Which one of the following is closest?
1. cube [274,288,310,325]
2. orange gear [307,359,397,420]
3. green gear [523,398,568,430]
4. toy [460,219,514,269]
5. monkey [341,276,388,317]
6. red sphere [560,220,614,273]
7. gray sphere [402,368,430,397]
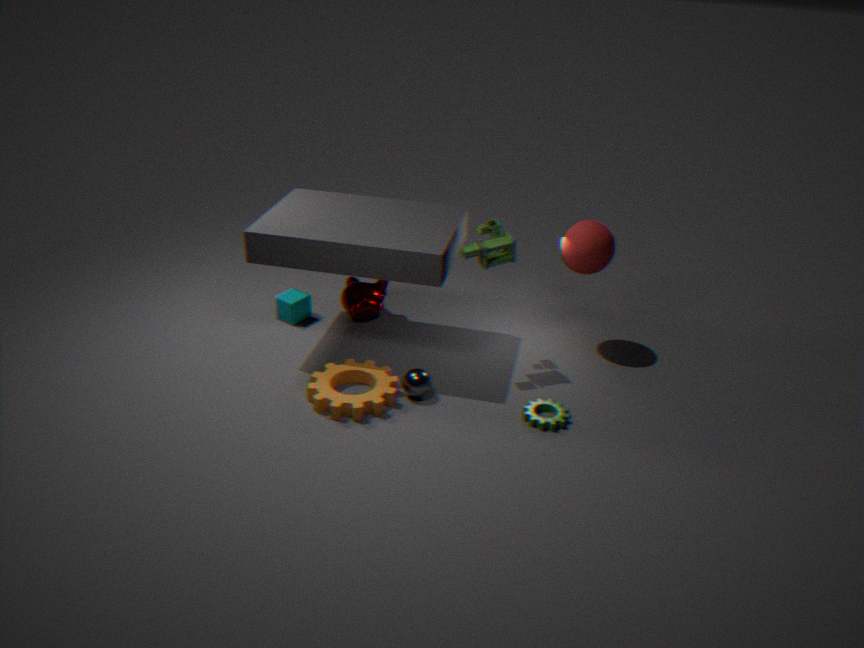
green gear [523,398,568,430]
